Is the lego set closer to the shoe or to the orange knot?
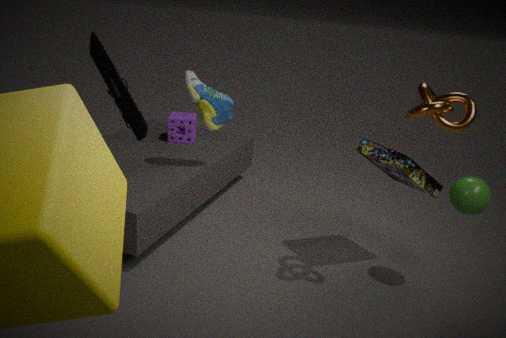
the orange knot
